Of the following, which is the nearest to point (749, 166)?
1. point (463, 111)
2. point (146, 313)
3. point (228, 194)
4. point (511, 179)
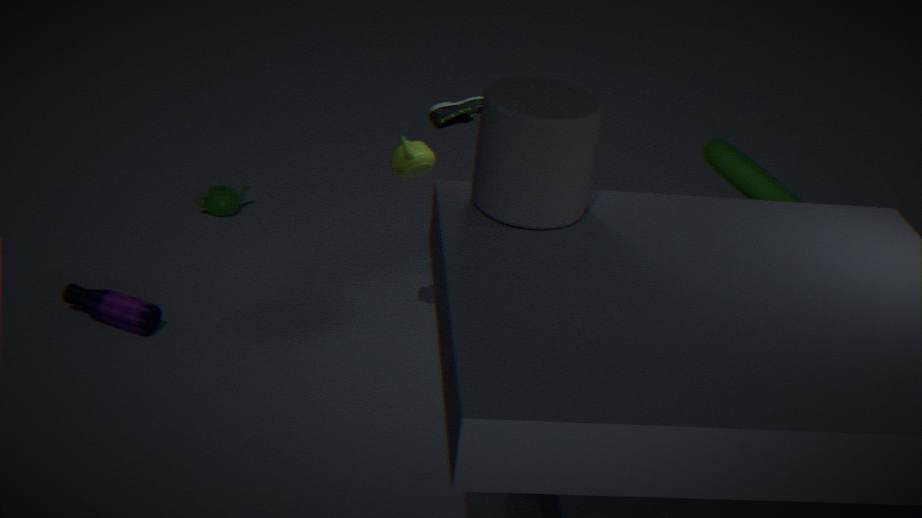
point (463, 111)
